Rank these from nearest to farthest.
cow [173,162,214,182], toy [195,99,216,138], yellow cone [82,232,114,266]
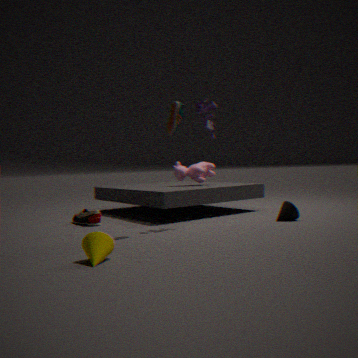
1. yellow cone [82,232,114,266]
2. toy [195,99,216,138]
3. cow [173,162,214,182]
